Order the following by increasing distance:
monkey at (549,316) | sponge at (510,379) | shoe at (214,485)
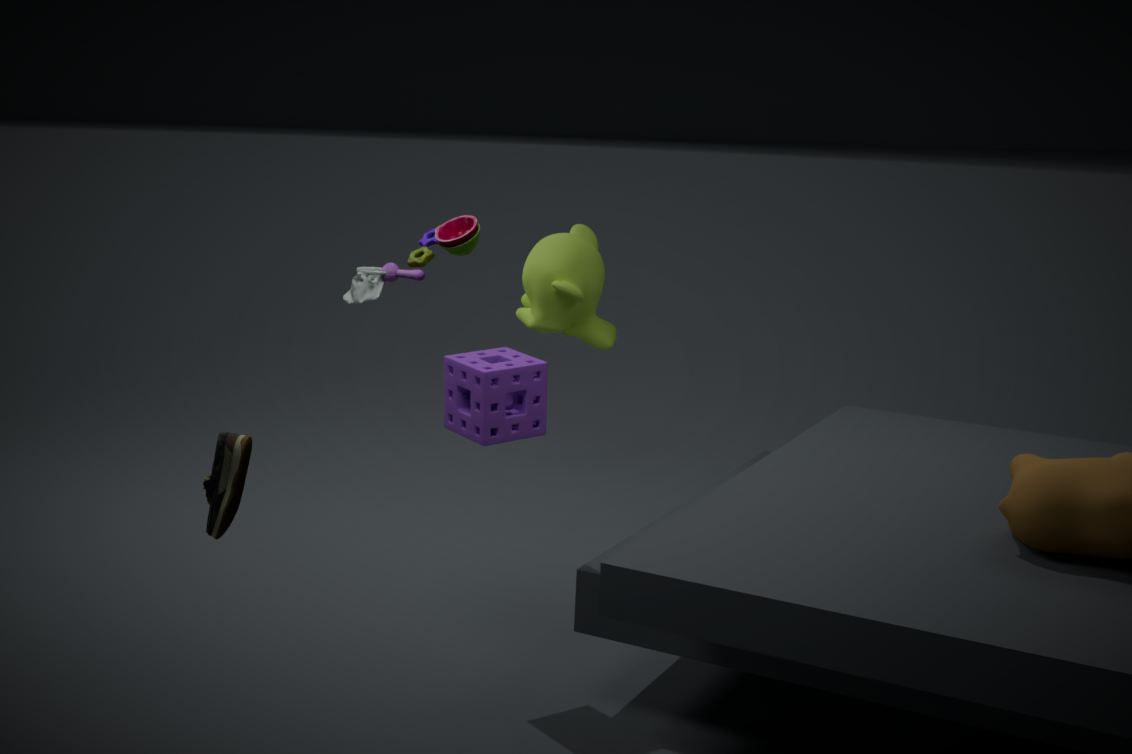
shoe at (214,485), sponge at (510,379), monkey at (549,316)
